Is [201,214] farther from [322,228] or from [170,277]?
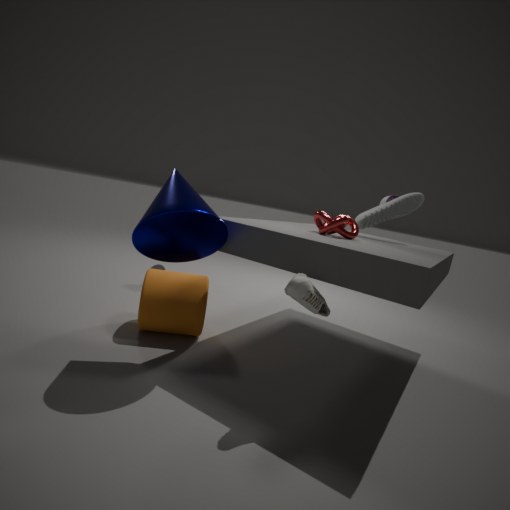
[322,228]
